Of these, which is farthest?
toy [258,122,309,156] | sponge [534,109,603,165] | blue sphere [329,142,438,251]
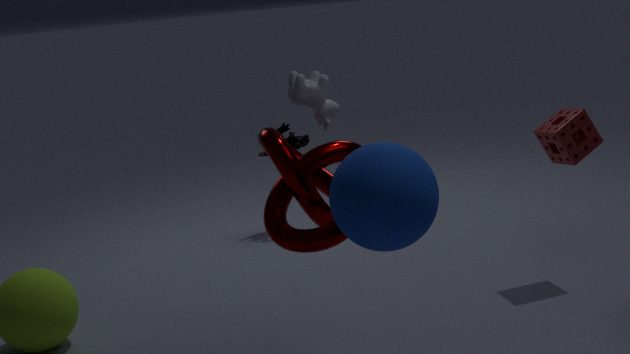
toy [258,122,309,156]
